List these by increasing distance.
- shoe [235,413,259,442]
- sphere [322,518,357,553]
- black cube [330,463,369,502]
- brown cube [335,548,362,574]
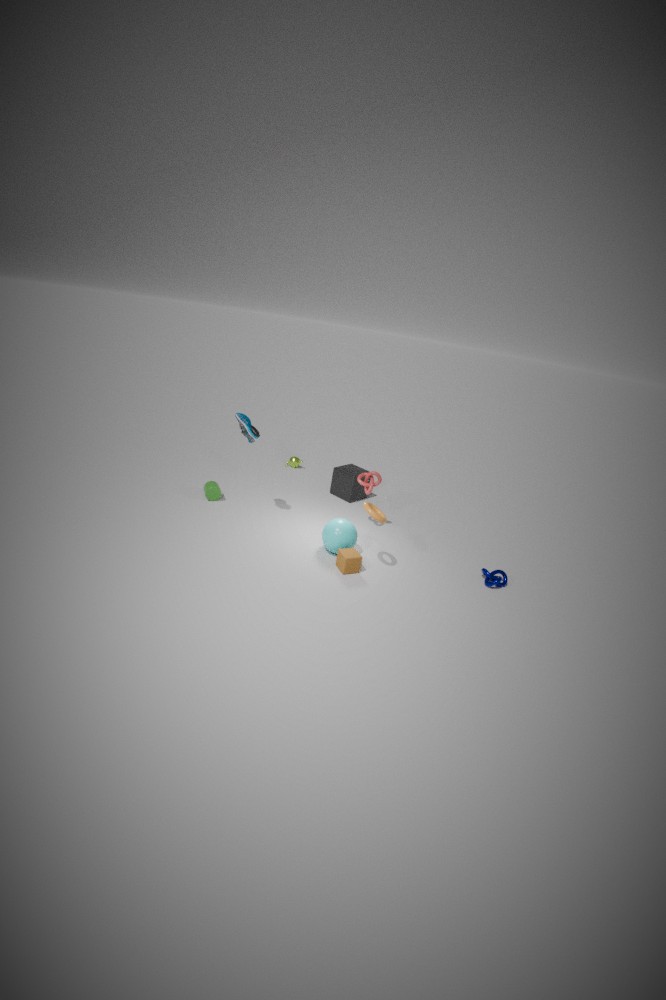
1. brown cube [335,548,362,574]
2. sphere [322,518,357,553]
3. shoe [235,413,259,442]
4. black cube [330,463,369,502]
